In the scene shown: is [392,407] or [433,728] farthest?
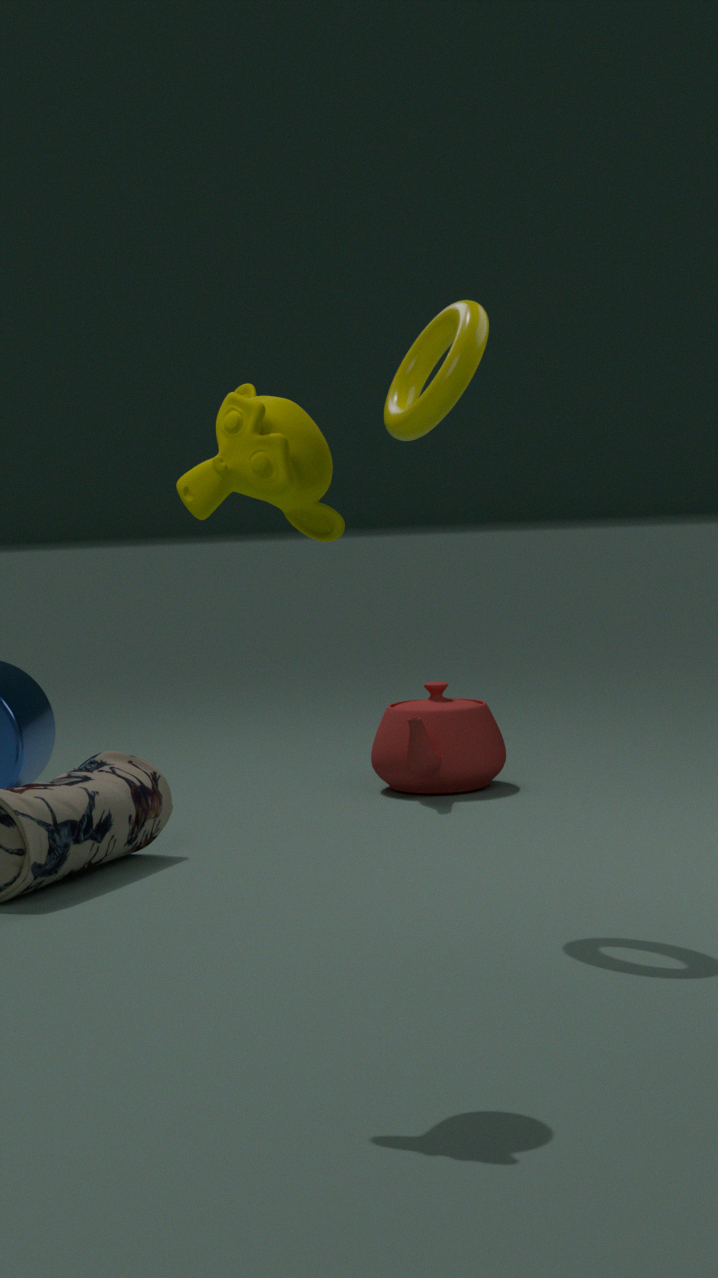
[433,728]
